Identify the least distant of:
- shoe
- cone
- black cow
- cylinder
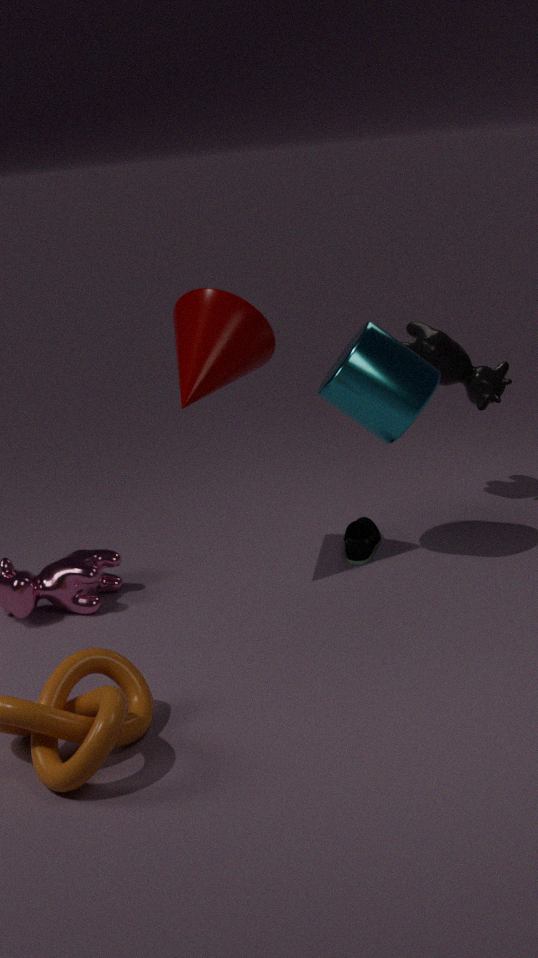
cone
